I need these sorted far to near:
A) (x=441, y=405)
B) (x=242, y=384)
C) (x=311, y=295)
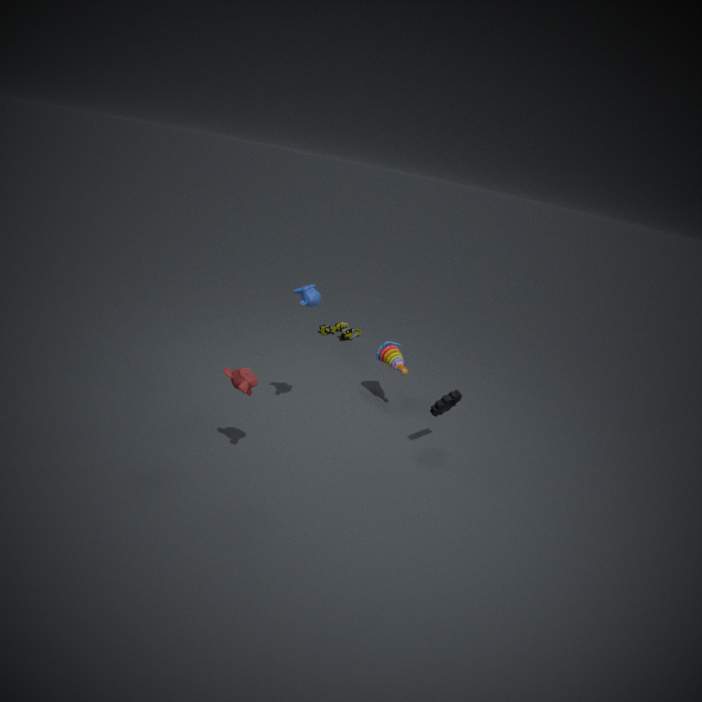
(x=441, y=405)
(x=311, y=295)
(x=242, y=384)
